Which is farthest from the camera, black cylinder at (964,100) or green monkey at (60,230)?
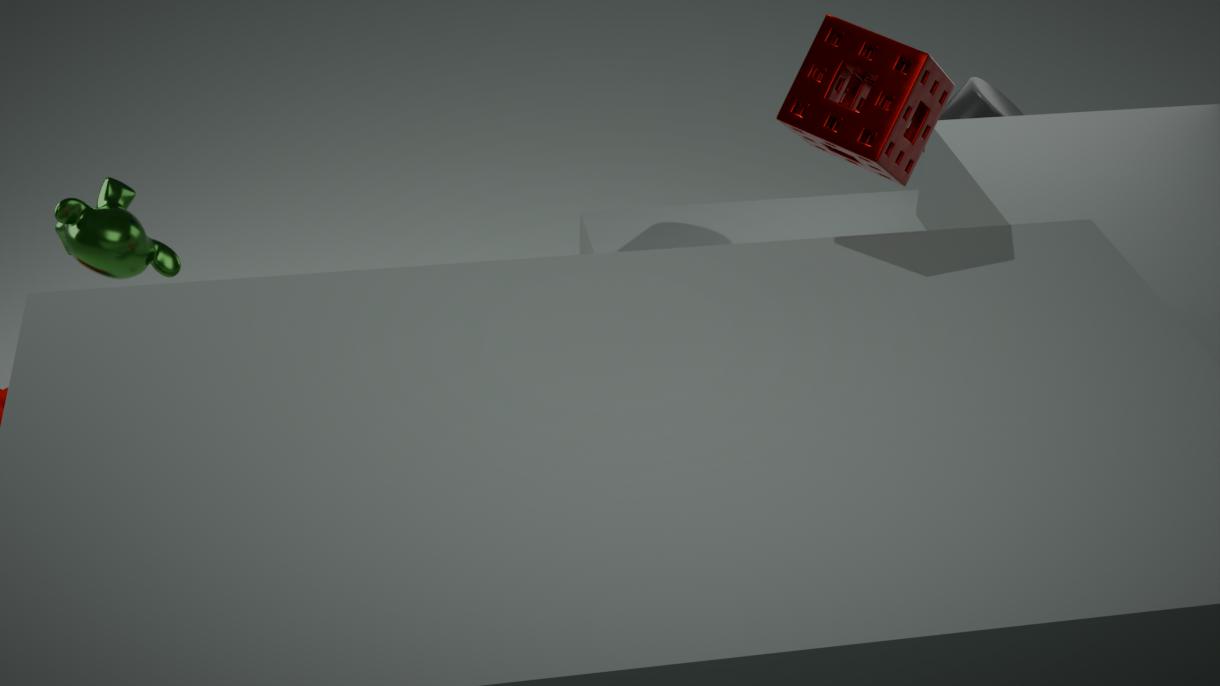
black cylinder at (964,100)
